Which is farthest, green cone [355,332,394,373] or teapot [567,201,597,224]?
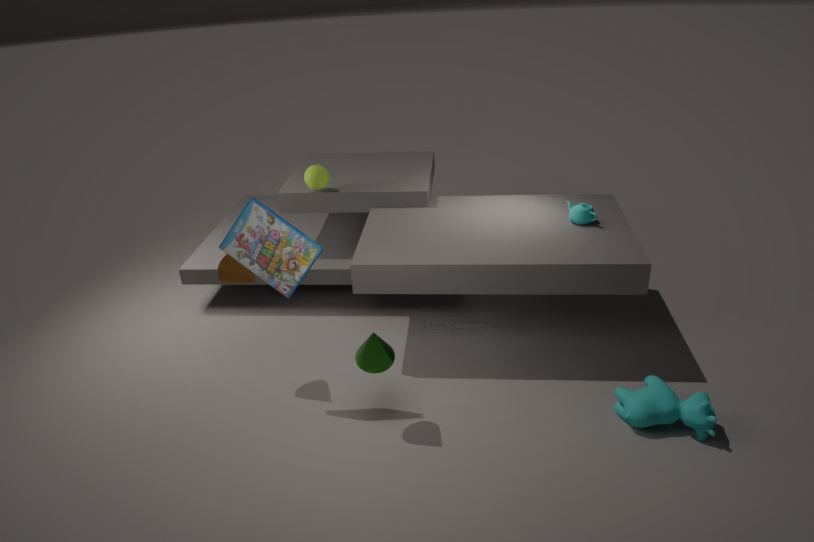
teapot [567,201,597,224]
